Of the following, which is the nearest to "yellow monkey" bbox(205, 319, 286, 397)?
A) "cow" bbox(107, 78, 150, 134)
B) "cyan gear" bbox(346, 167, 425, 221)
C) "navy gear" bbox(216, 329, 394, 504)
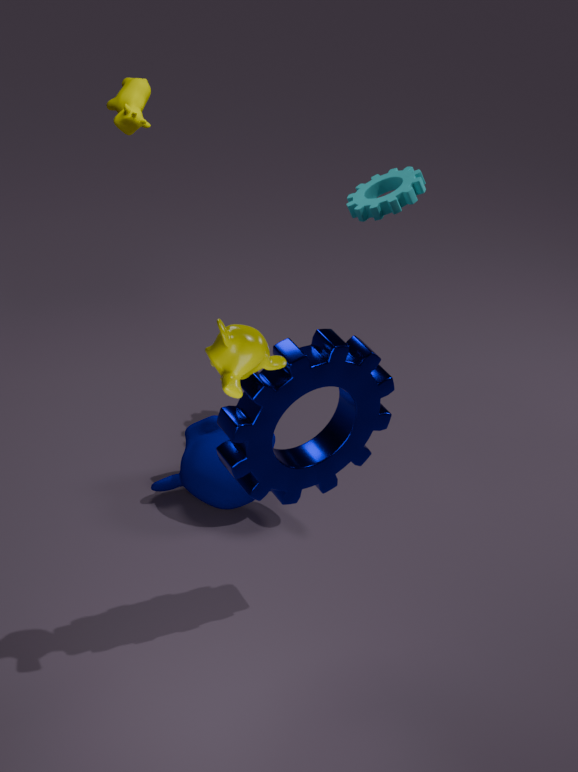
"navy gear" bbox(216, 329, 394, 504)
